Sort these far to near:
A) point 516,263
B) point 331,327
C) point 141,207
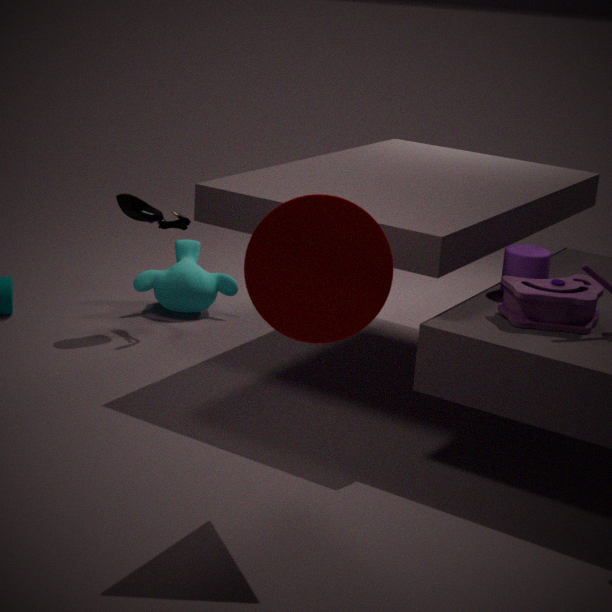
point 141,207
point 516,263
point 331,327
